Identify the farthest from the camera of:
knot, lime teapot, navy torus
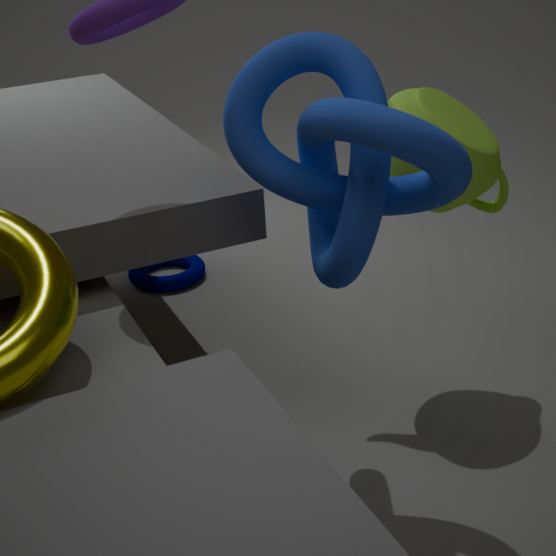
navy torus
